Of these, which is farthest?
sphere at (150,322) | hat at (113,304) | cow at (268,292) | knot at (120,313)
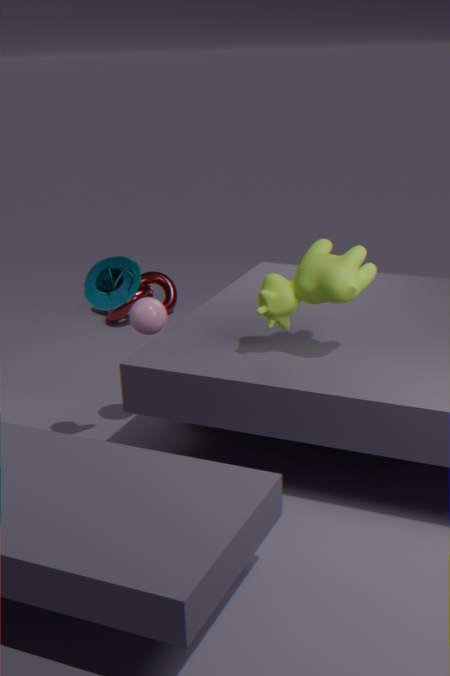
knot at (120,313)
